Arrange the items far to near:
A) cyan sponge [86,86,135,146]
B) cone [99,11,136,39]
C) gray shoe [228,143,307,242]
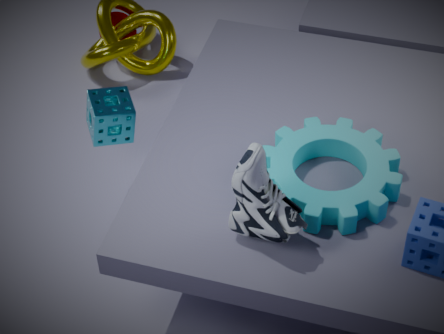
cone [99,11,136,39] → cyan sponge [86,86,135,146] → gray shoe [228,143,307,242]
